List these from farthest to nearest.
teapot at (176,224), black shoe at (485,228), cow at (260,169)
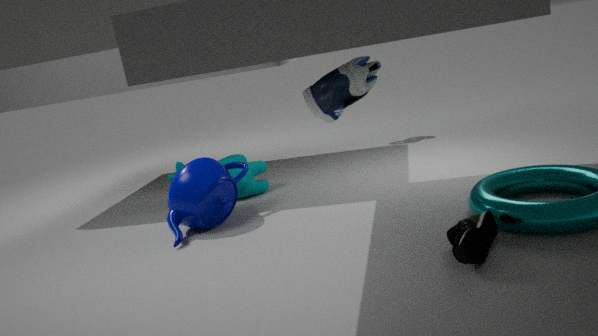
cow at (260,169), teapot at (176,224), black shoe at (485,228)
